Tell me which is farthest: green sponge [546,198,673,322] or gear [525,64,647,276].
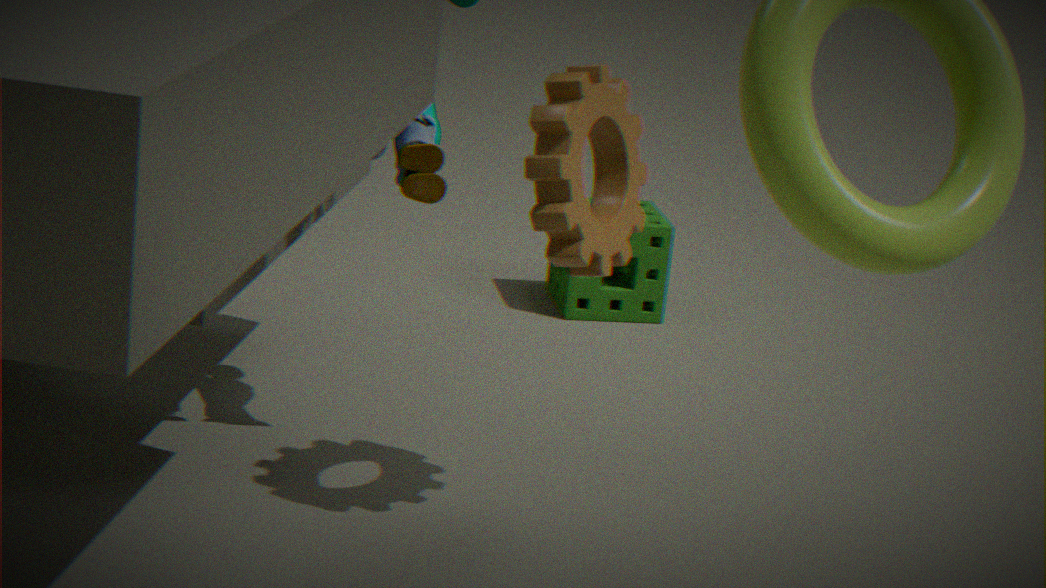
green sponge [546,198,673,322]
